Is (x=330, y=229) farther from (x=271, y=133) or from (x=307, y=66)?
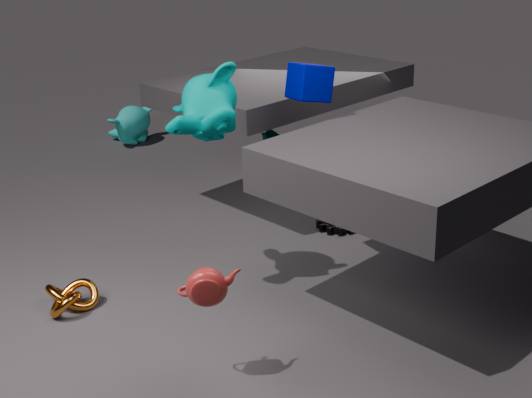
(x=307, y=66)
